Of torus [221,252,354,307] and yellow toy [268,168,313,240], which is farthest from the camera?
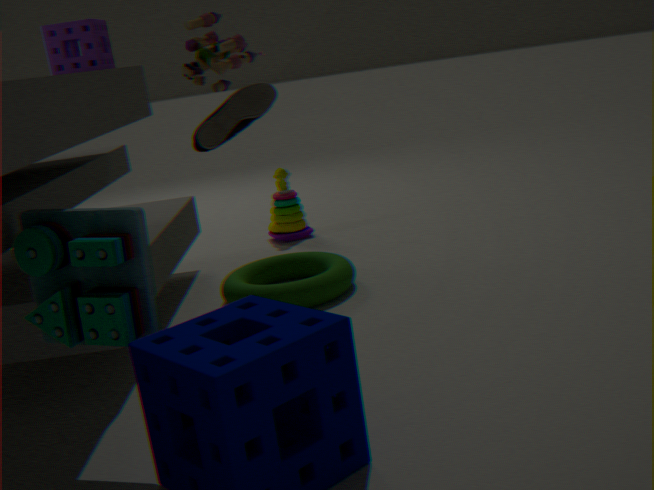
yellow toy [268,168,313,240]
